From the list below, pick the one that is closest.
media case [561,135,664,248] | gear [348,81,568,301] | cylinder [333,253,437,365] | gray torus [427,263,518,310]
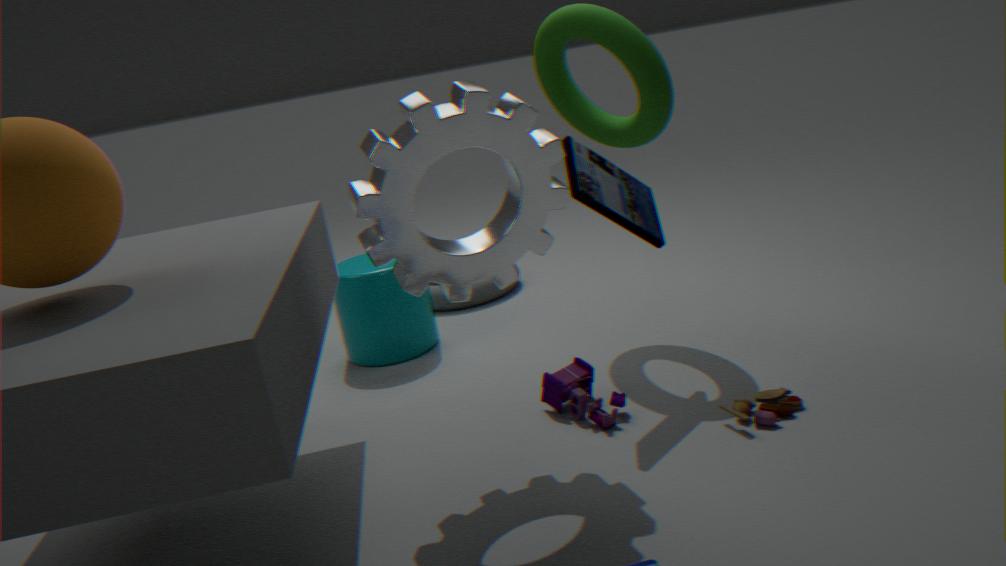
gear [348,81,568,301]
